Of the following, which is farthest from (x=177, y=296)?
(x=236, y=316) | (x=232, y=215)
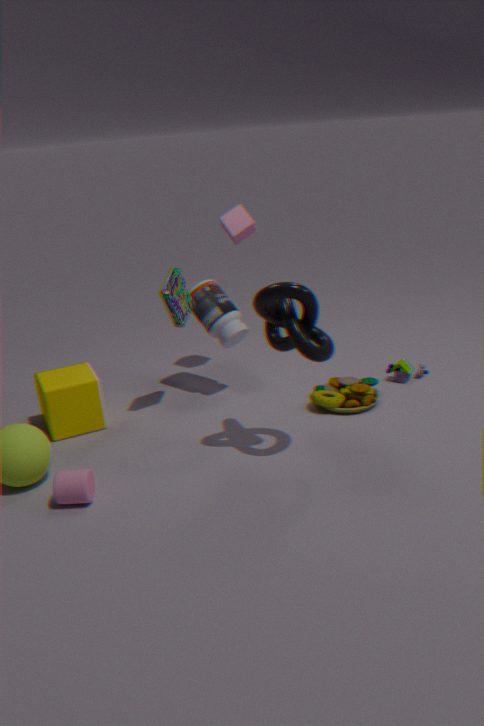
(x=232, y=215)
